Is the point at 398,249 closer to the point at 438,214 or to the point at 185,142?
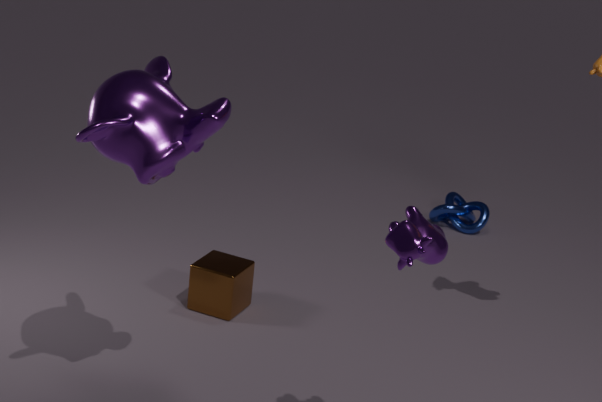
the point at 185,142
